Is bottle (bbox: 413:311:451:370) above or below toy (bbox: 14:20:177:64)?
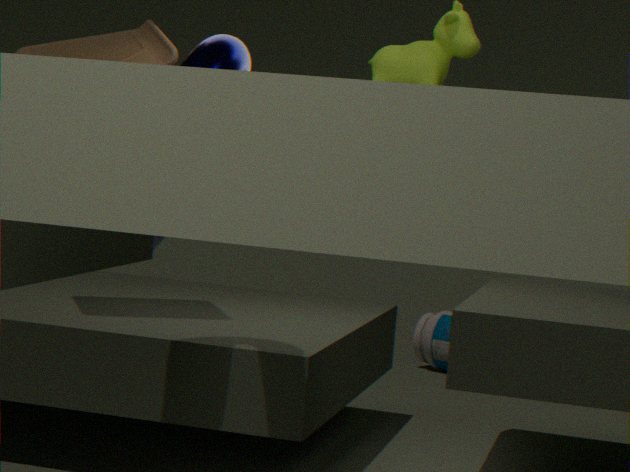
below
